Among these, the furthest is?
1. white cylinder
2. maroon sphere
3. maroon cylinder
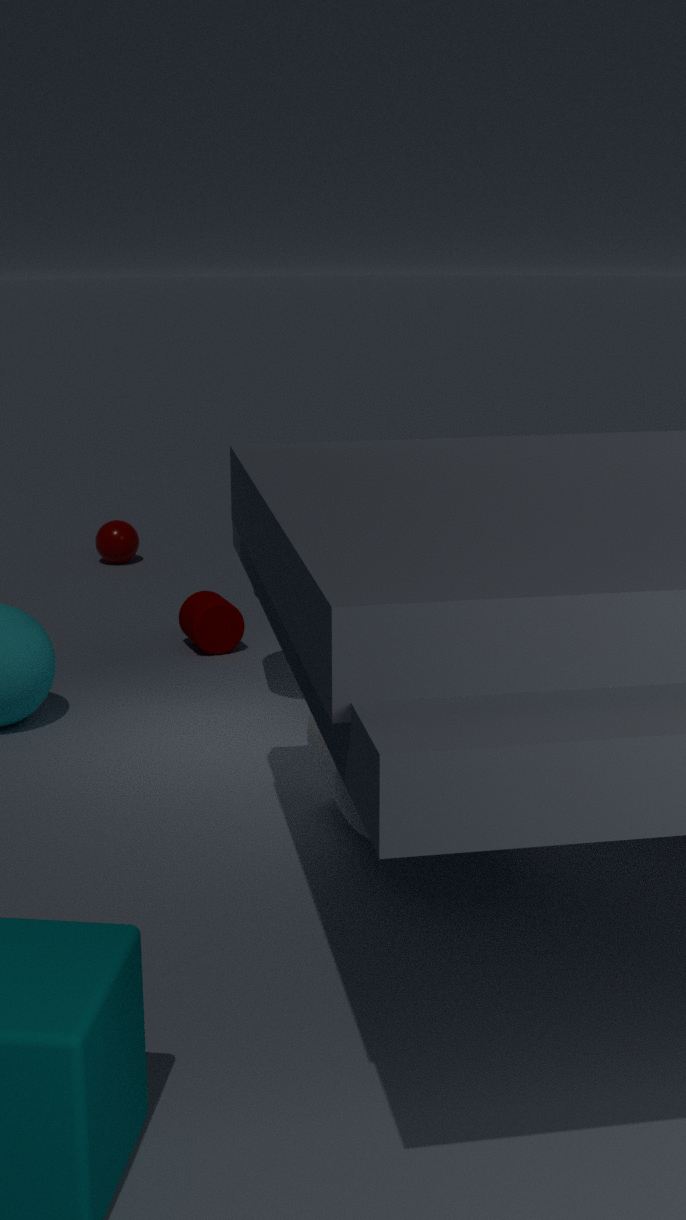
maroon sphere
